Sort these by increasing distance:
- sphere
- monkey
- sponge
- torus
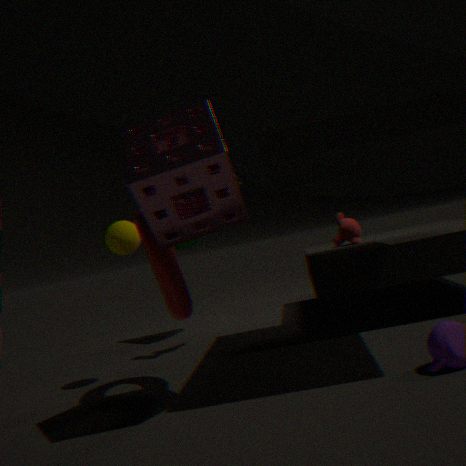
1. sponge
2. torus
3. sphere
4. monkey
